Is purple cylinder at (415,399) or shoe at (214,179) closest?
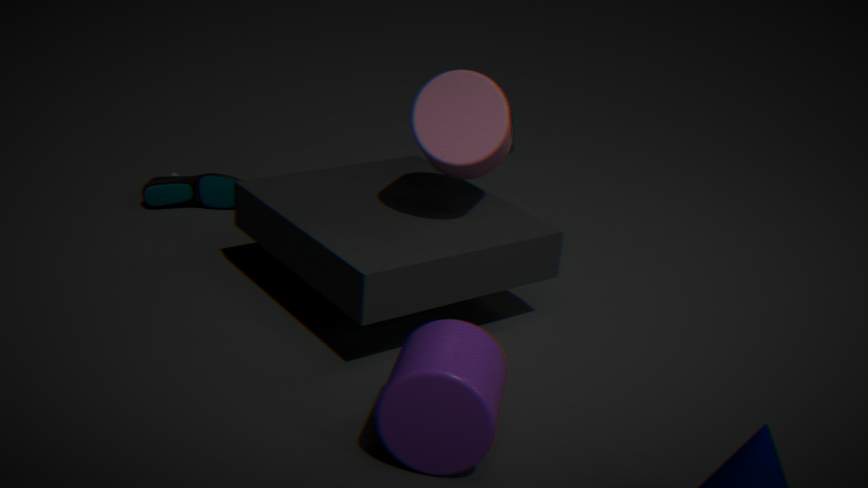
purple cylinder at (415,399)
